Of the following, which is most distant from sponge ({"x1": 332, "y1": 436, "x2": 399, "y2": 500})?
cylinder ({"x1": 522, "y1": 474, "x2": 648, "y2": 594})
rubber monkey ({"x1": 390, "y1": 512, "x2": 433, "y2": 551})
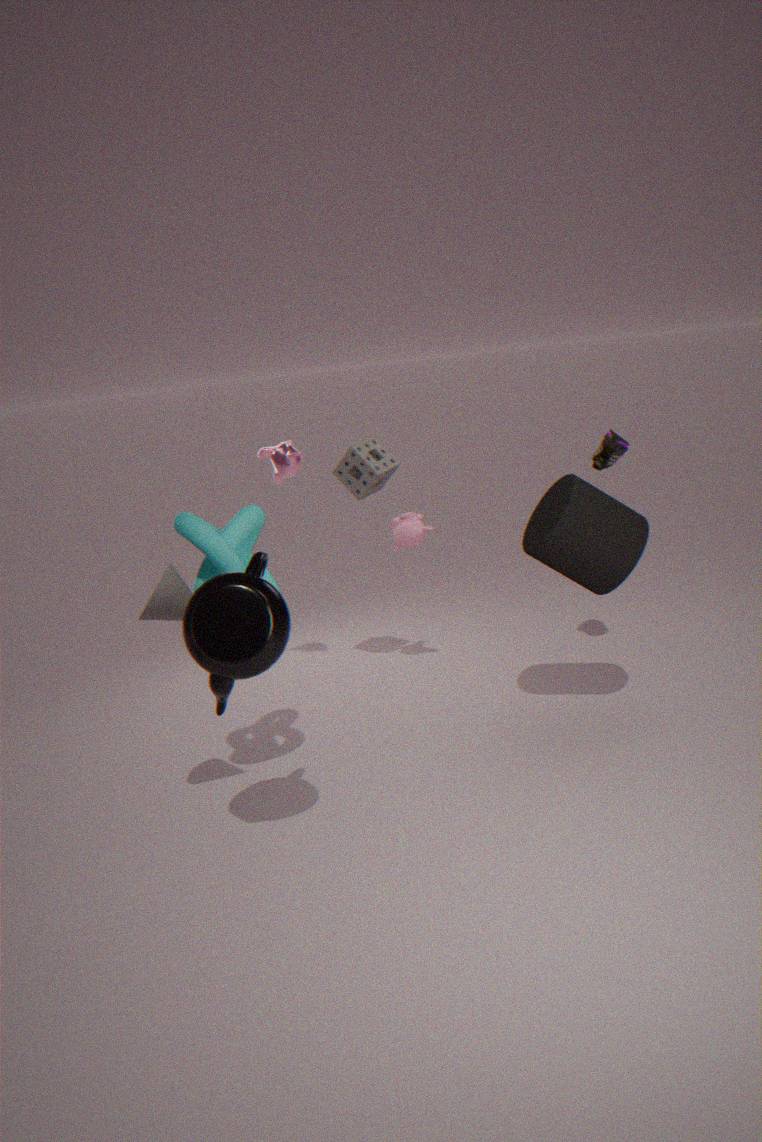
cylinder ({"x1": 522, "y1": 474, "x2": 648, "y2": 594})
